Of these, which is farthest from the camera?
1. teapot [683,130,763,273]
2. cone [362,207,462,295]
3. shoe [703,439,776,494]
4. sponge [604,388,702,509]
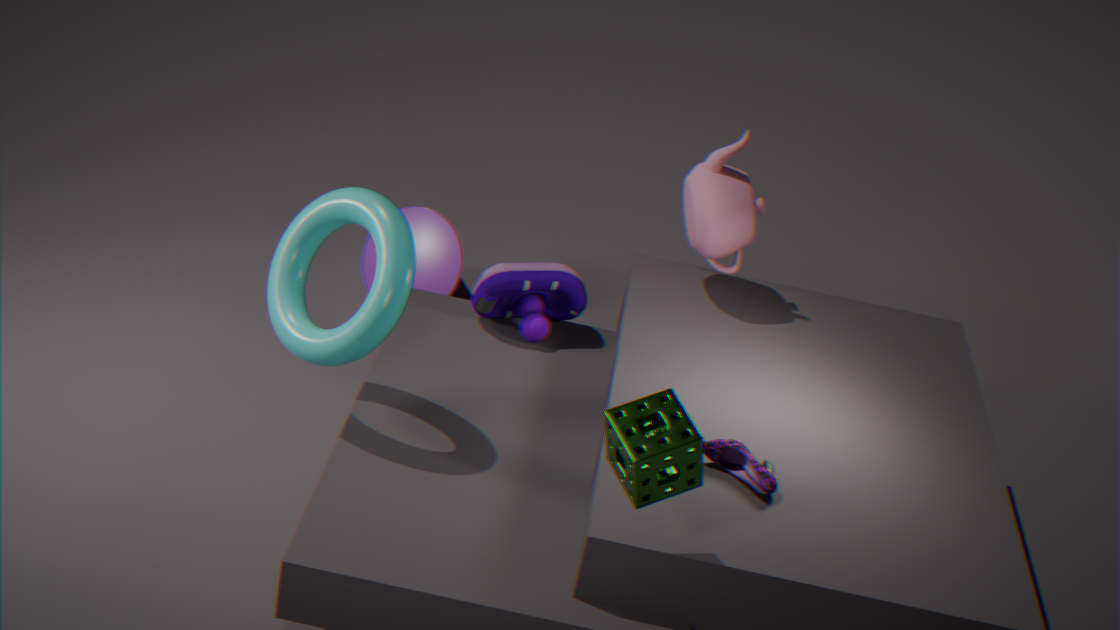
cone [362,207,462,295]
